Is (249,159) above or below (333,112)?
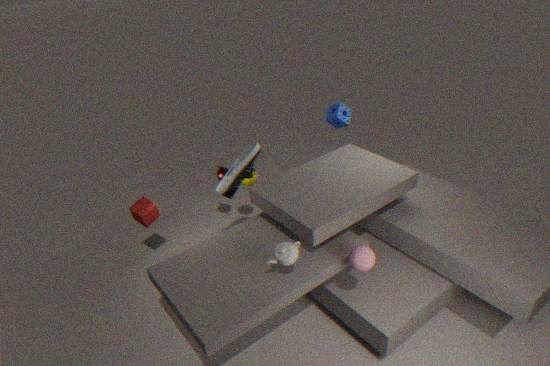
below
